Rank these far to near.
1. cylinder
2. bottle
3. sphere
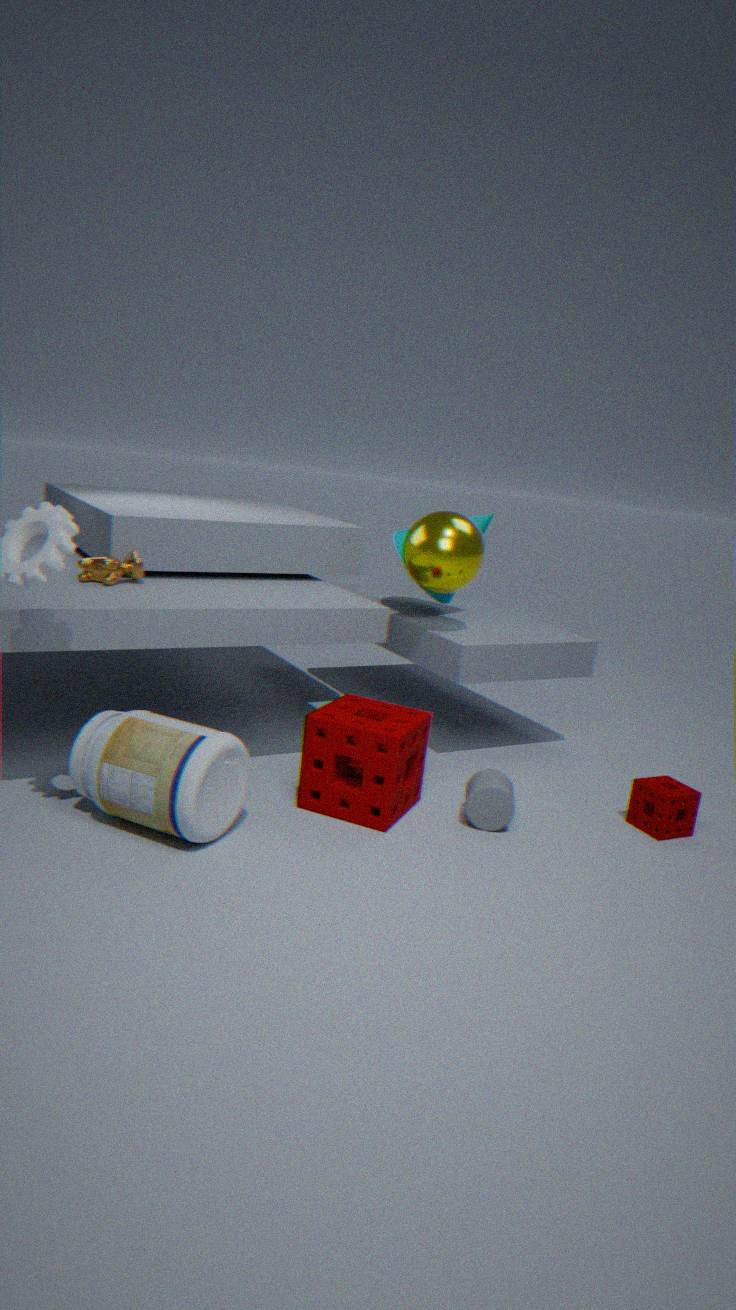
sphere
cylinder
bottle
